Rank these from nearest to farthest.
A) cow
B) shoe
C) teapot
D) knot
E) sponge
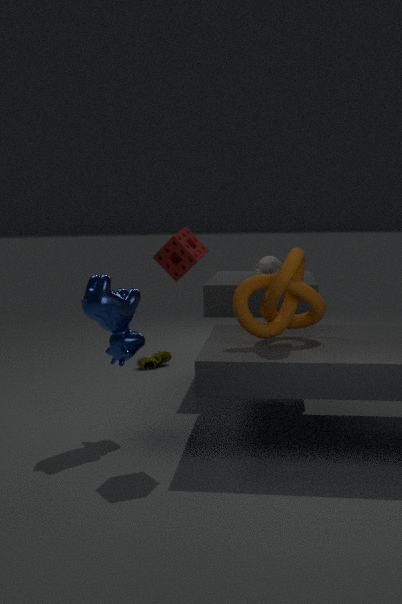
sponge, knot, cow, teapot, shoe
